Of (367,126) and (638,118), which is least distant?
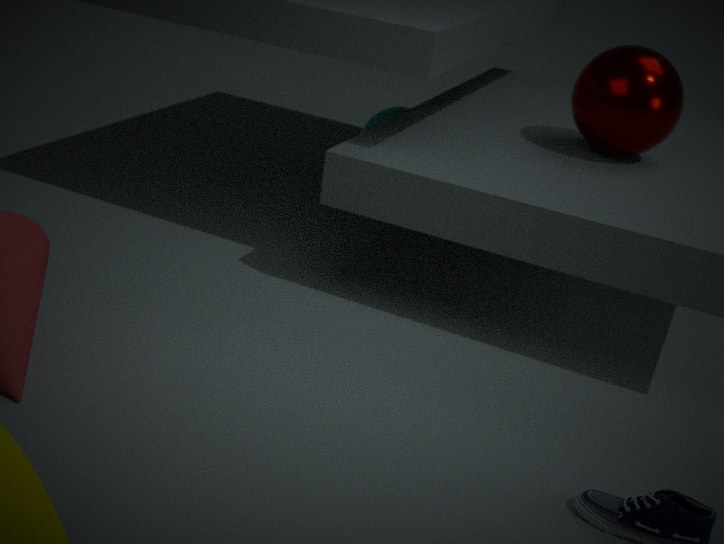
(638,118)
